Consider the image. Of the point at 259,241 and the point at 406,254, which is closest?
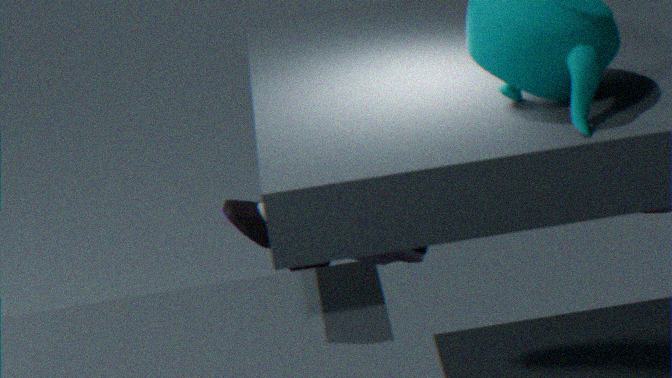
the point at 406,254
